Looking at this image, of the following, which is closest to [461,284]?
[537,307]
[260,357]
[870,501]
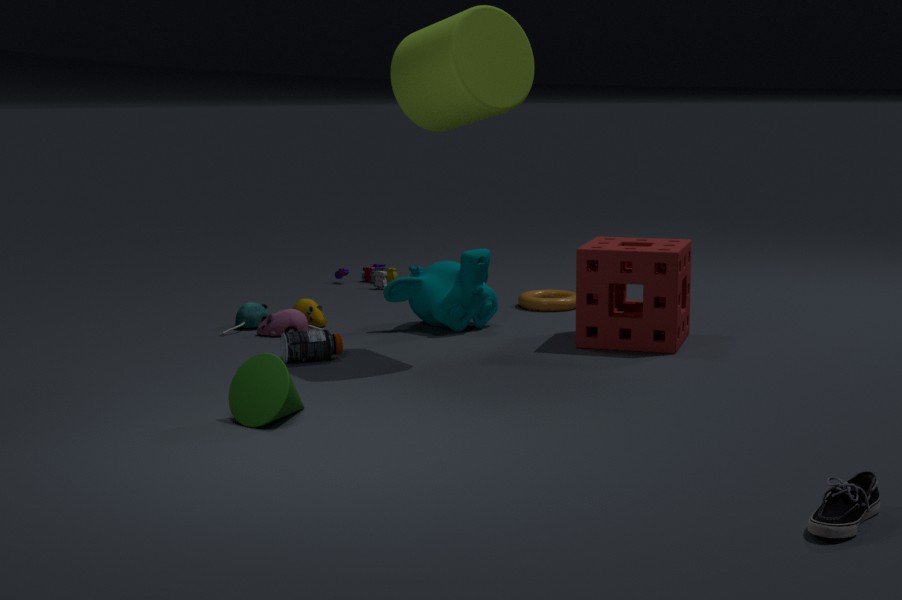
[537,307]
